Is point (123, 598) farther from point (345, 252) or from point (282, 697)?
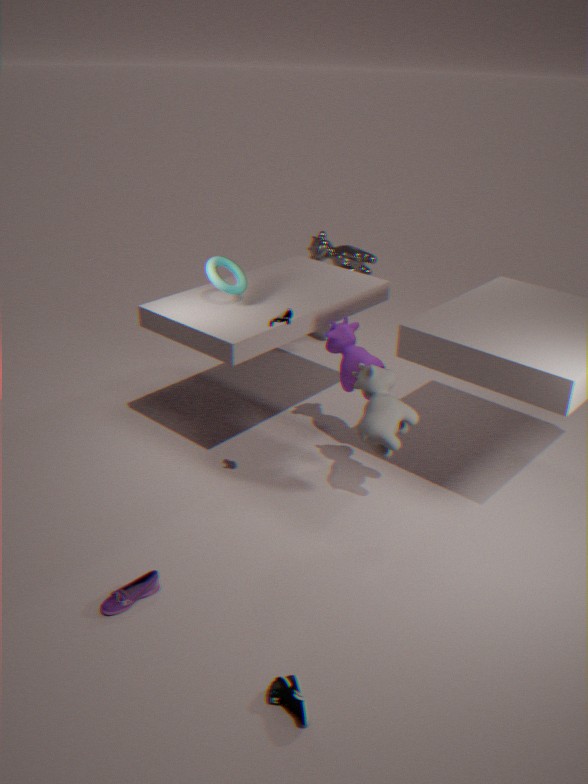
point (345, 252)
